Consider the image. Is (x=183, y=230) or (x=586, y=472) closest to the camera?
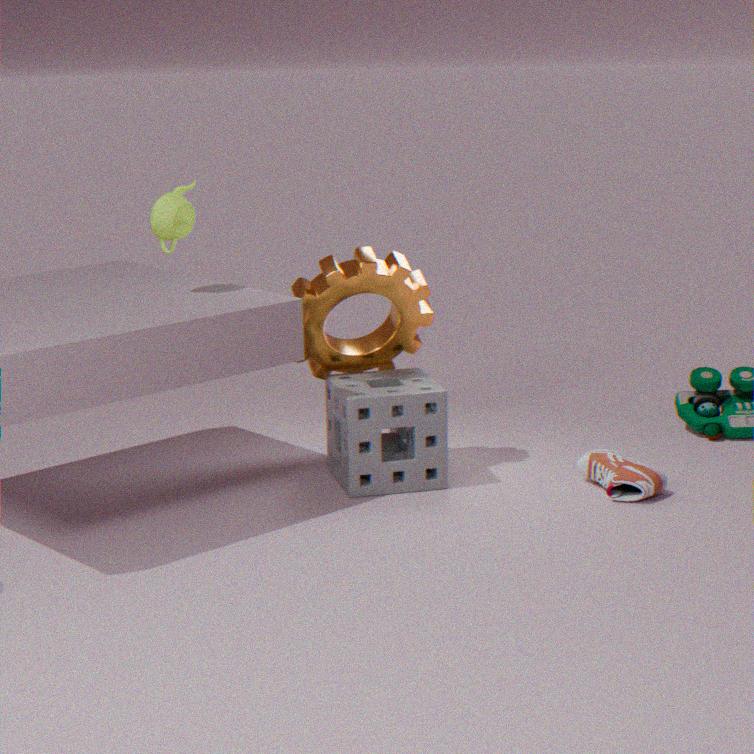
(x=183, y=230)
